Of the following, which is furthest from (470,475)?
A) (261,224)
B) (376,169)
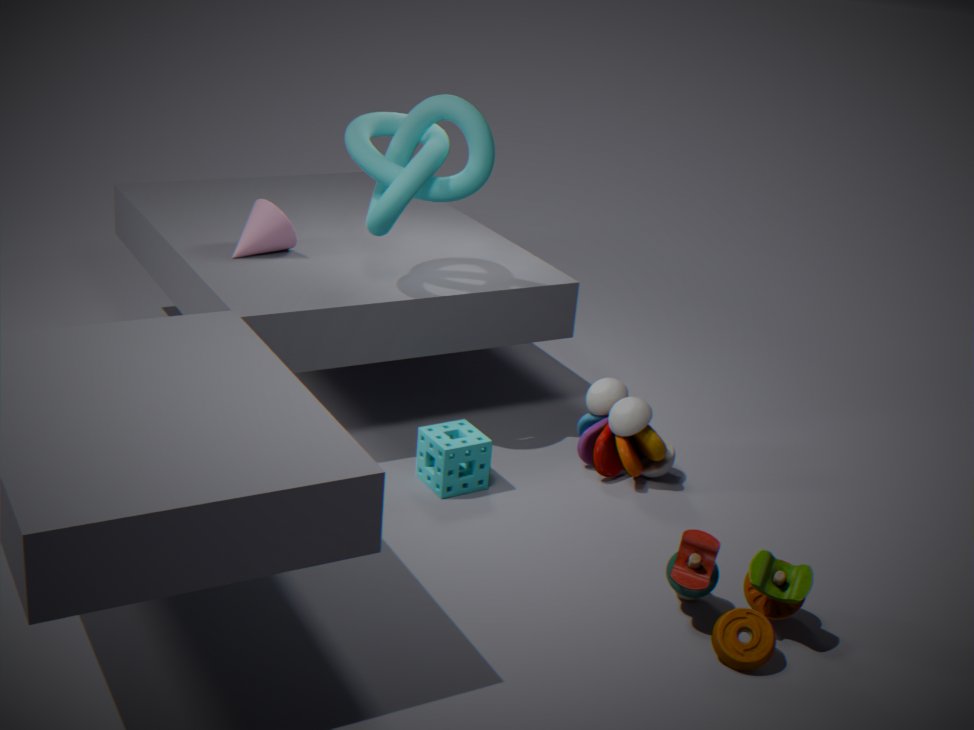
(261,224)
